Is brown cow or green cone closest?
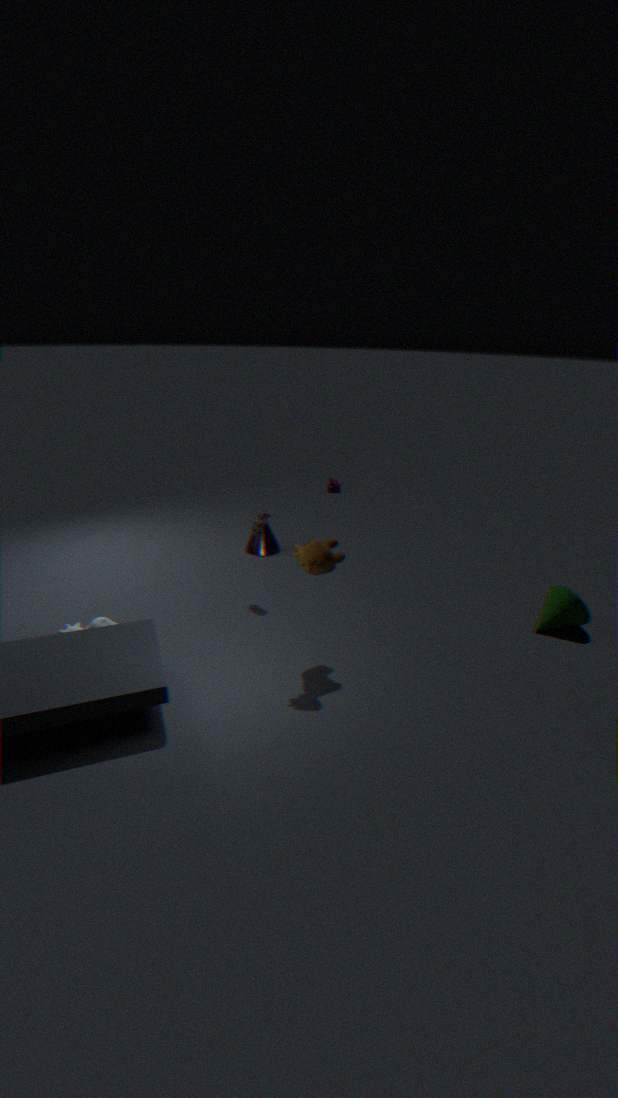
brown cow
